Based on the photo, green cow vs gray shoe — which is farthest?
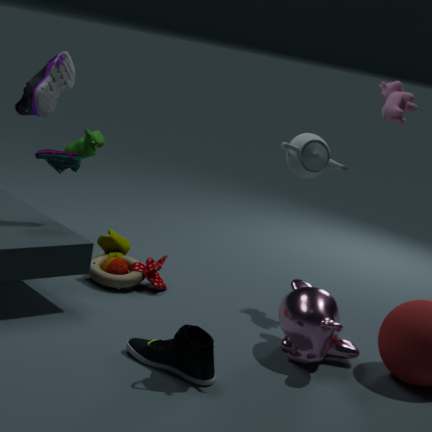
green cow
